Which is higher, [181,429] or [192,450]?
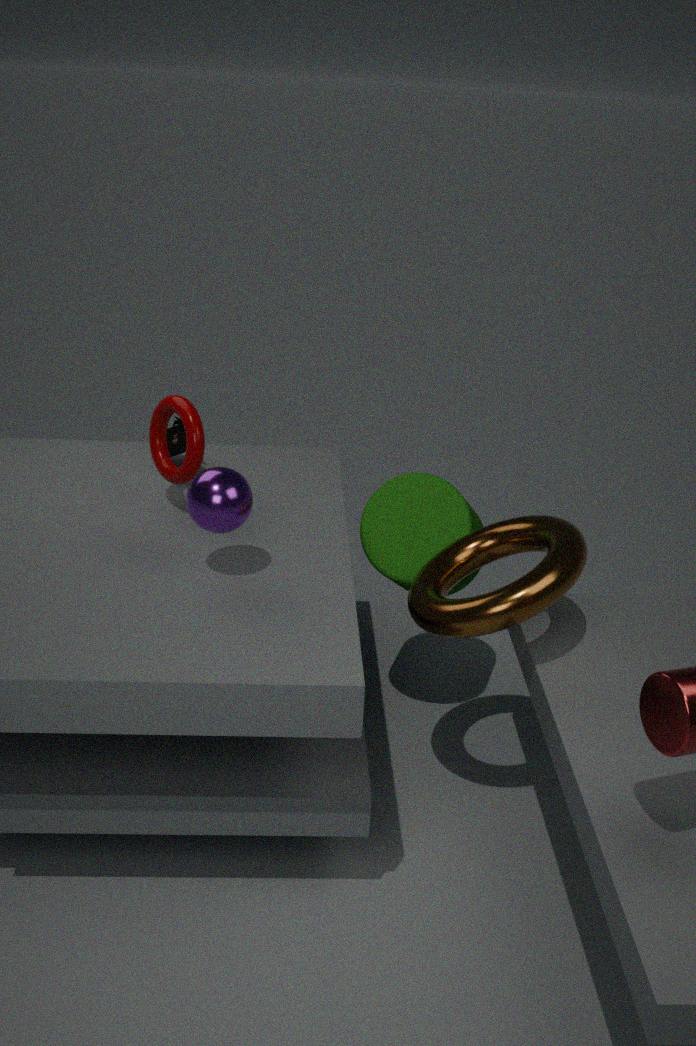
[192,450]
